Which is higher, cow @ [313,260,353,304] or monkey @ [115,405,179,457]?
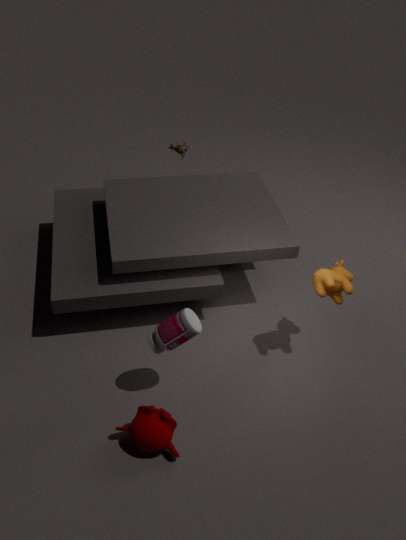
cow @ [313,260,353,304]
